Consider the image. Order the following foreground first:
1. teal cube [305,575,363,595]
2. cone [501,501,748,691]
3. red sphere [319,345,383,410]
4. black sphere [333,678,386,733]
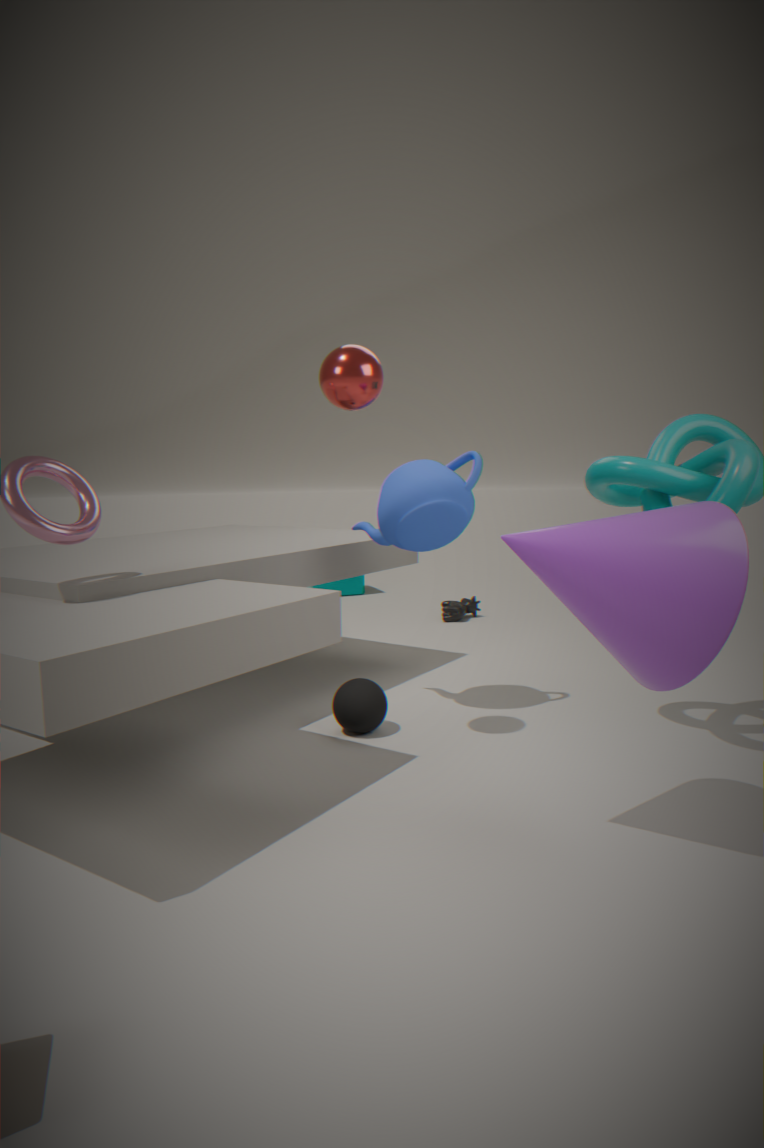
cone [501,501,748,691] < red sphere [319,345,383,410] < black sphere [333,678,386,733] < teal cube [305,575,363,595]
